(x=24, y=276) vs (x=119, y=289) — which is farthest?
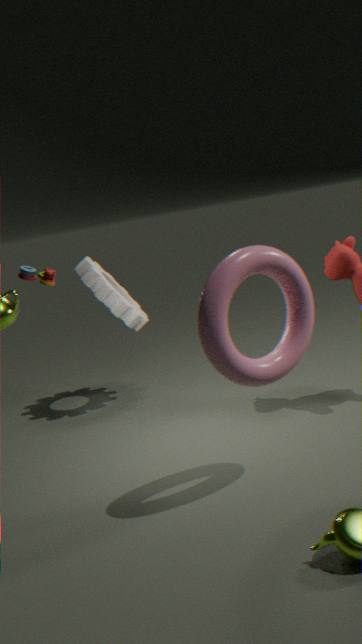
(x=119, y=289)
